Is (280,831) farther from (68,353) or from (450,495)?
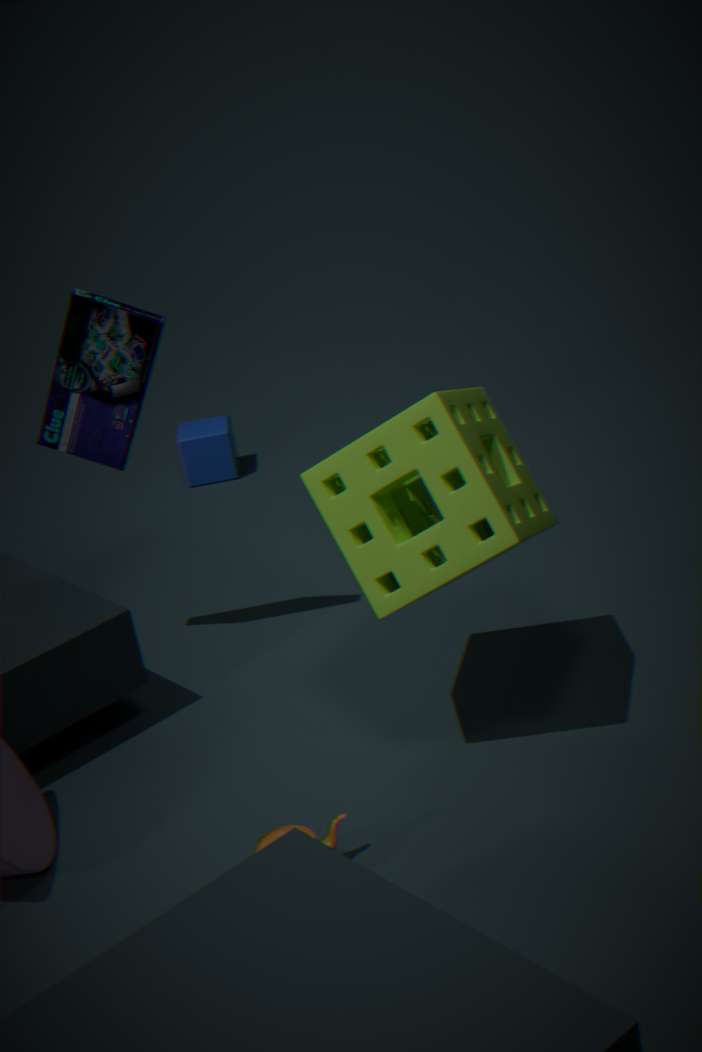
(68,353)
